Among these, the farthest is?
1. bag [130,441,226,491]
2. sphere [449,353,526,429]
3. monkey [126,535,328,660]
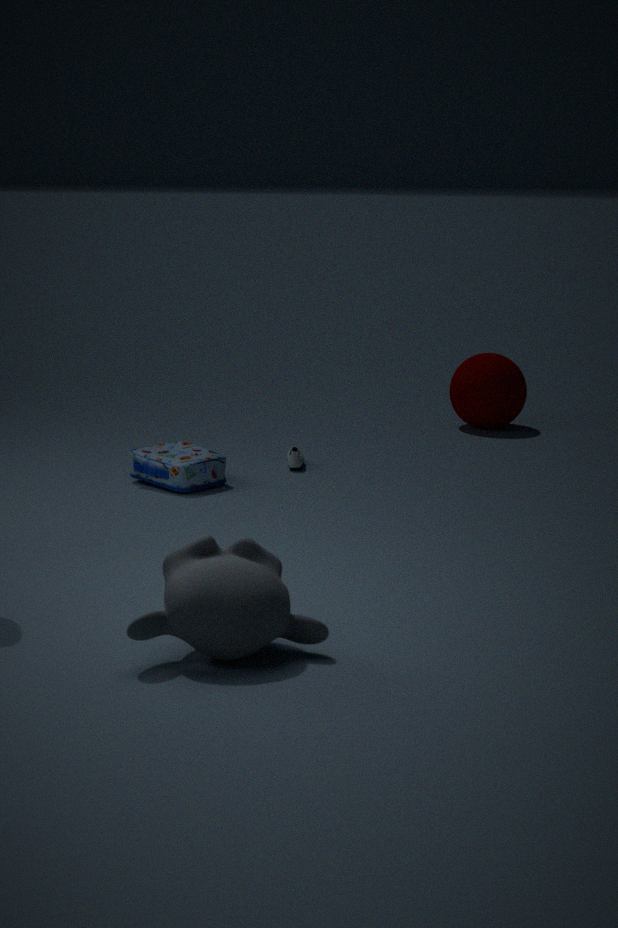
sphere [449,353,526,429]
